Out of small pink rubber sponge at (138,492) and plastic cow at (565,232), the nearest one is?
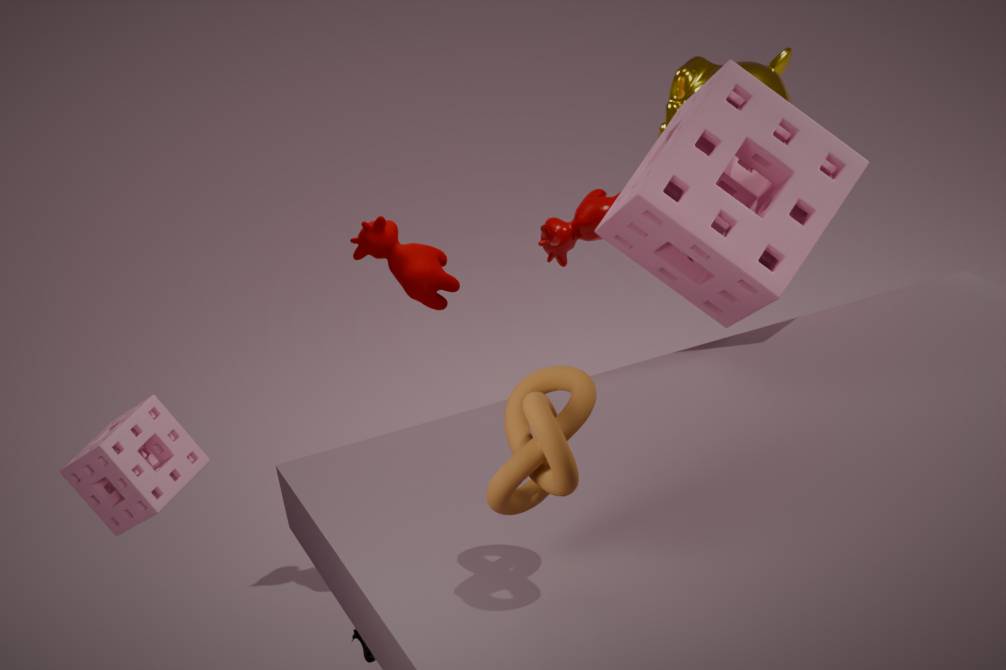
small pink rubber sponge at (138,492)
